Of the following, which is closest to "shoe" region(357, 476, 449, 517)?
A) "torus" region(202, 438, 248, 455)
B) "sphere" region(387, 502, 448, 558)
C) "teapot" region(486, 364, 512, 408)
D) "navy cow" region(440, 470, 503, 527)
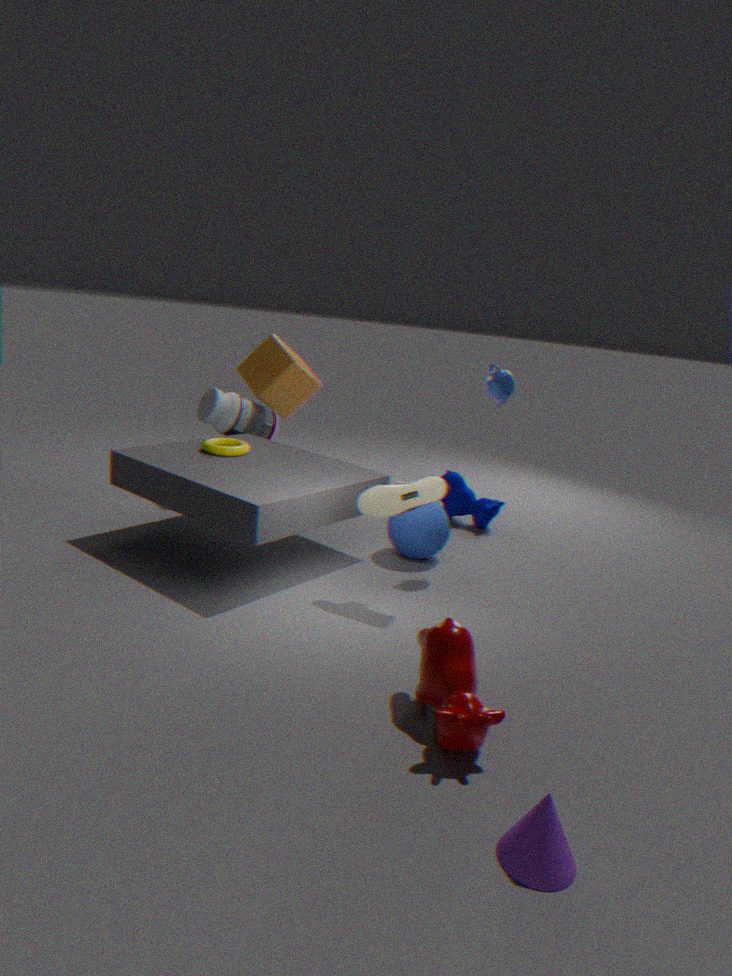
"sphere" region(387, 502, 448, 558)
